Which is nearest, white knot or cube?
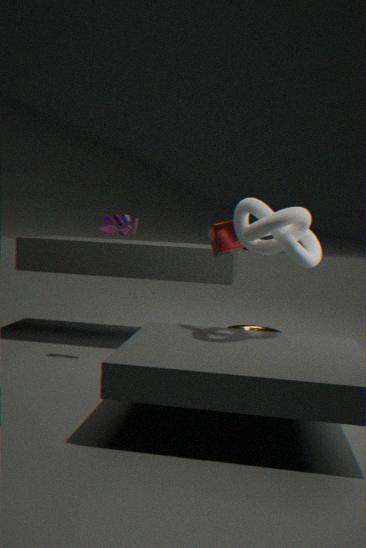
white knot
